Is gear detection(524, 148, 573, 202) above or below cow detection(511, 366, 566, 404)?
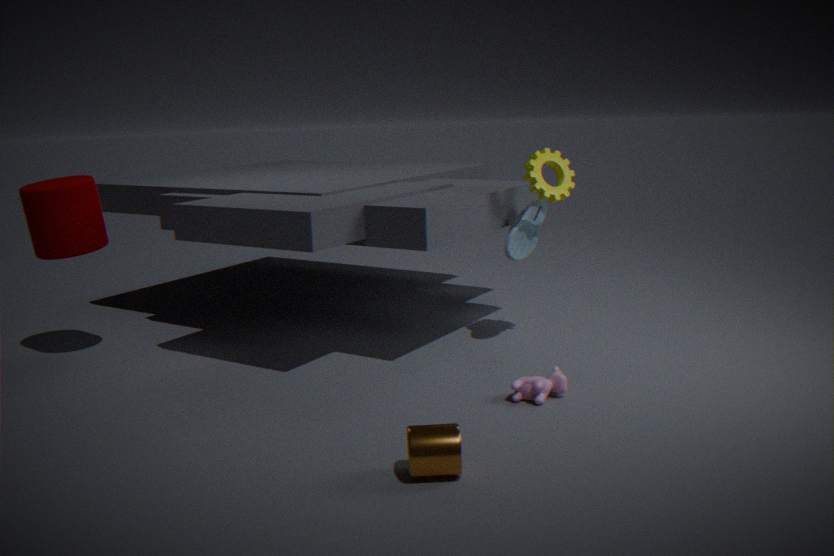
above
